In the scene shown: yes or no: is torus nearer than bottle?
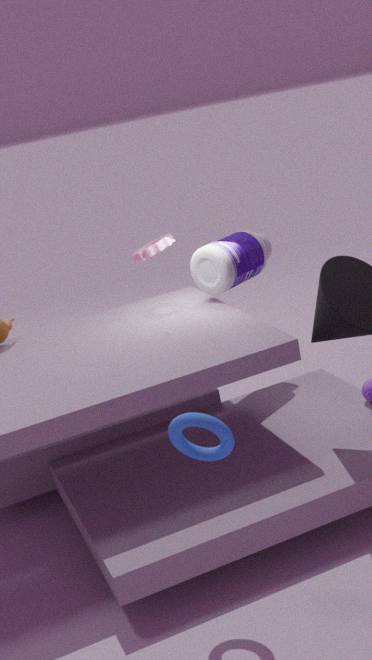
Yes
